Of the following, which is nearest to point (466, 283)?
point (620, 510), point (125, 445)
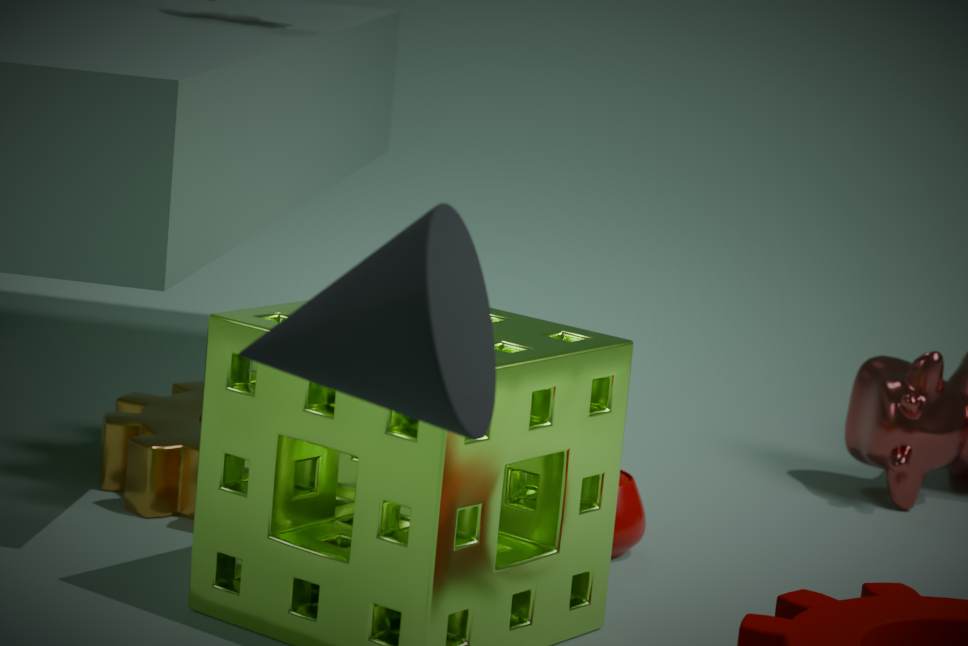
point (620, 510)
